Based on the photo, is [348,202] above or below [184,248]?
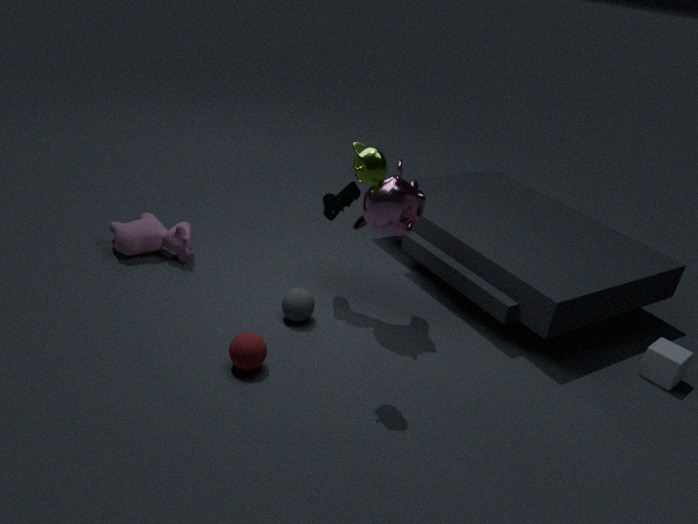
above
